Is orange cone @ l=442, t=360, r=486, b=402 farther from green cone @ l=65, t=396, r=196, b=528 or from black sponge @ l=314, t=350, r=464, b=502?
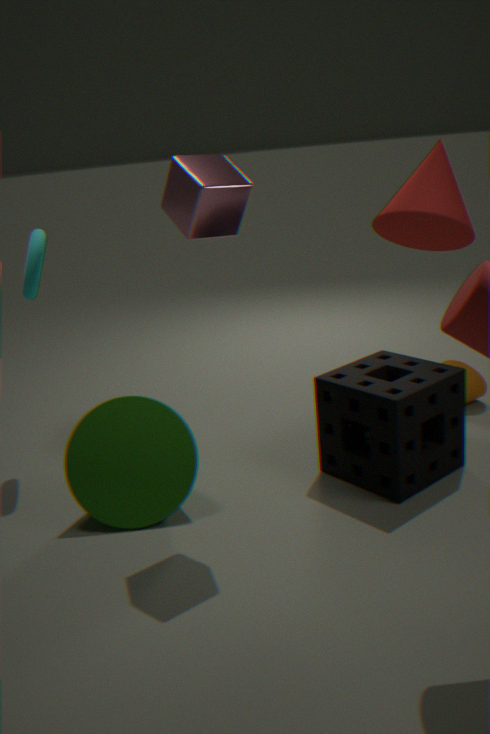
green cone @ l=65, t=396, r=196, b=528
